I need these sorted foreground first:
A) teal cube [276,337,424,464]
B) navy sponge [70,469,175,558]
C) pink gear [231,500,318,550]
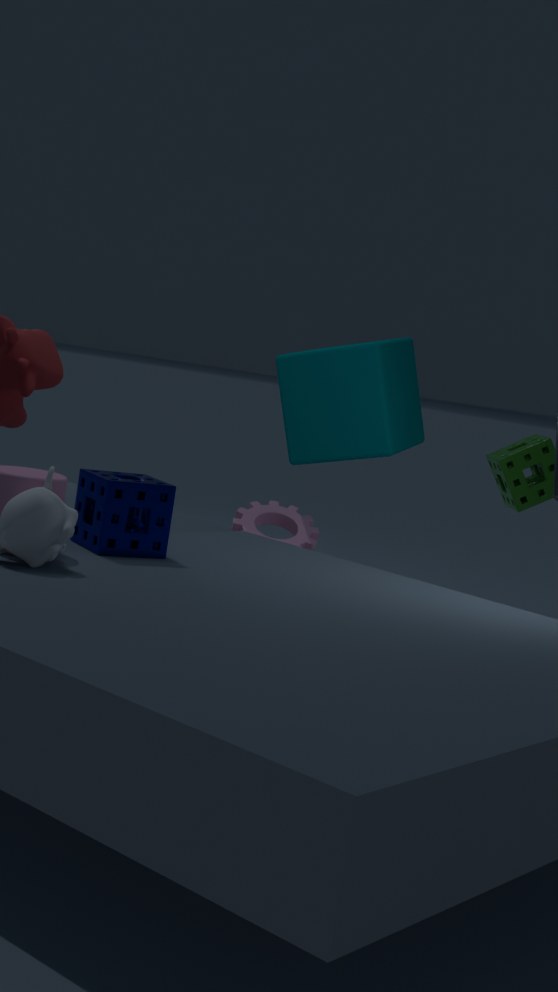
1. navy sponge [70,469,175,558]
2. pink gear [231,500,318,550]
3. teal cube [276,337,424,464]
